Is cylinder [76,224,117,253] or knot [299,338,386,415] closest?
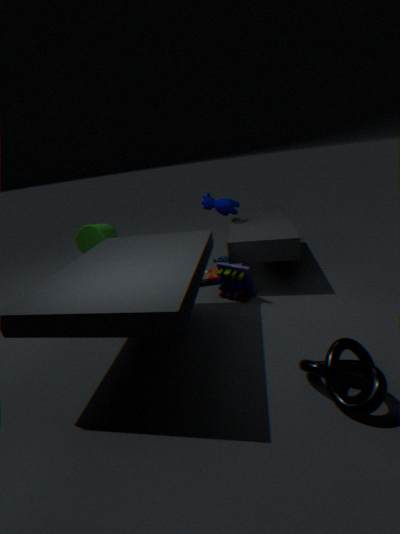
knot [299,338,386,415]
